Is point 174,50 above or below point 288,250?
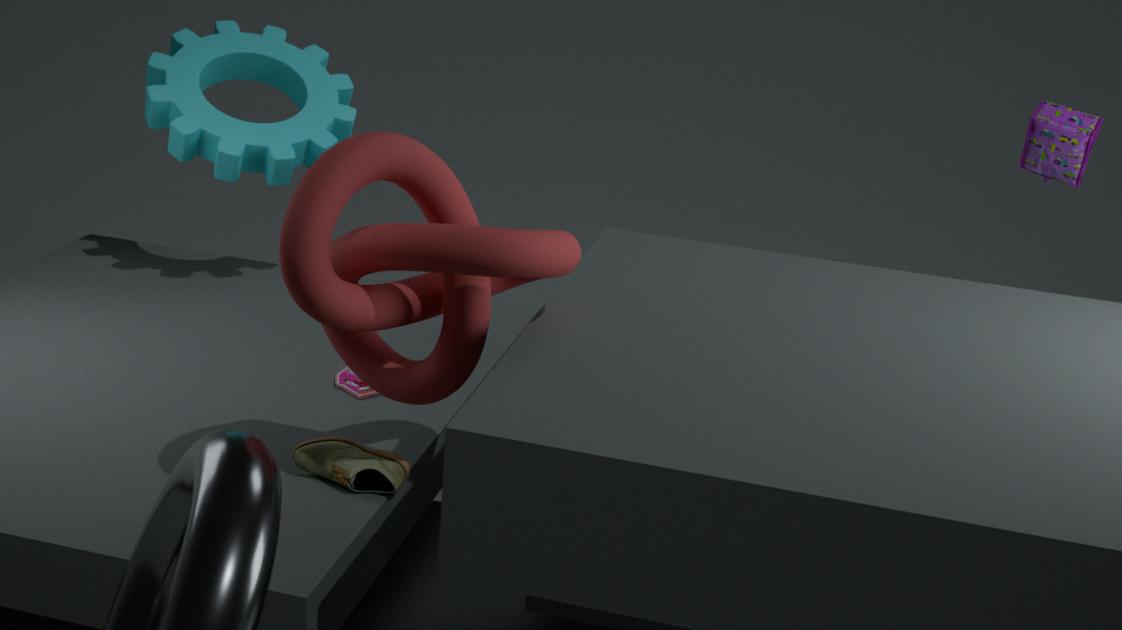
above
